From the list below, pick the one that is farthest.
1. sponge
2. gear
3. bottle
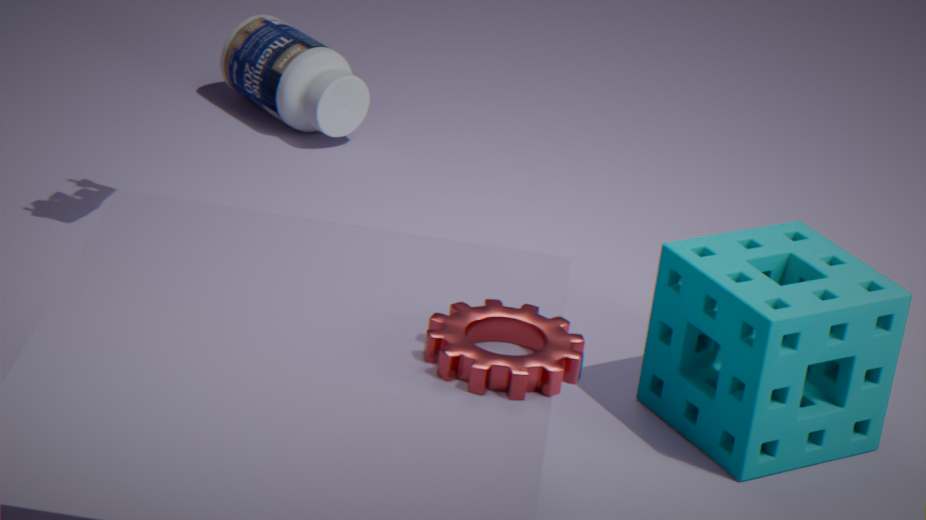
bottle
